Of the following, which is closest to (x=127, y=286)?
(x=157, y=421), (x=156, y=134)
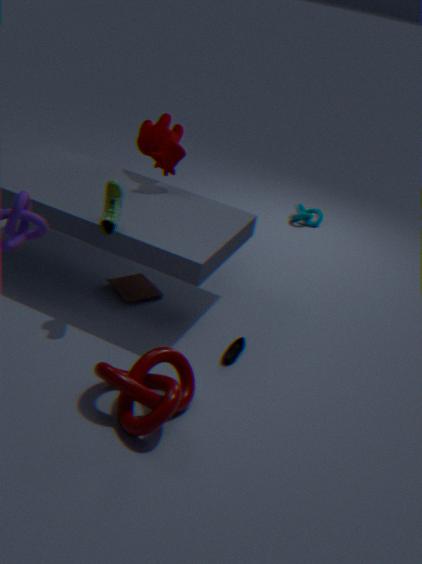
(x=156, y=134)
